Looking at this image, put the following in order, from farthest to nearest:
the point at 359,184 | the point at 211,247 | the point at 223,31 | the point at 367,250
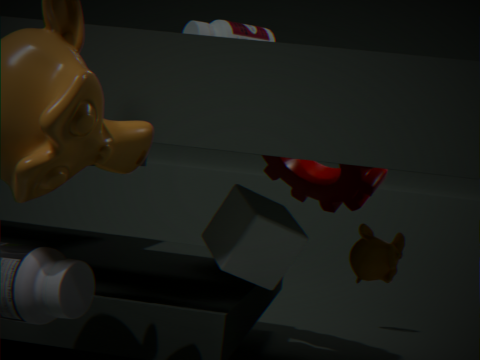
the point at 359,184, the point at 367,250, the point at 223,31, the point at 211,247
